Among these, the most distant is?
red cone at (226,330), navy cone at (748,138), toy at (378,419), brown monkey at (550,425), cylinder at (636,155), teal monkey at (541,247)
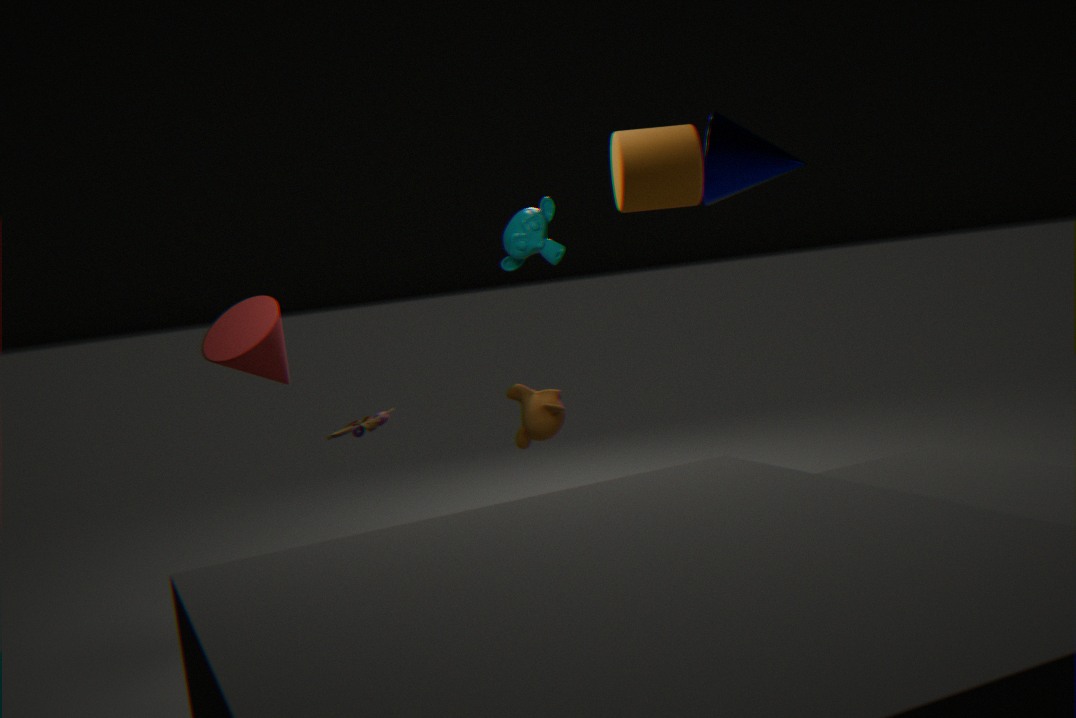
brown monkey at (550,425)
